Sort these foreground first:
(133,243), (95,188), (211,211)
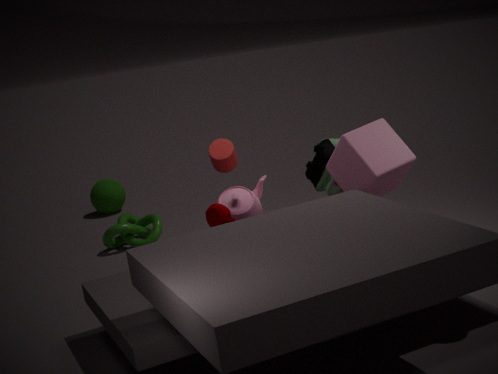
(211,211)
(133,243)
(95,188)
